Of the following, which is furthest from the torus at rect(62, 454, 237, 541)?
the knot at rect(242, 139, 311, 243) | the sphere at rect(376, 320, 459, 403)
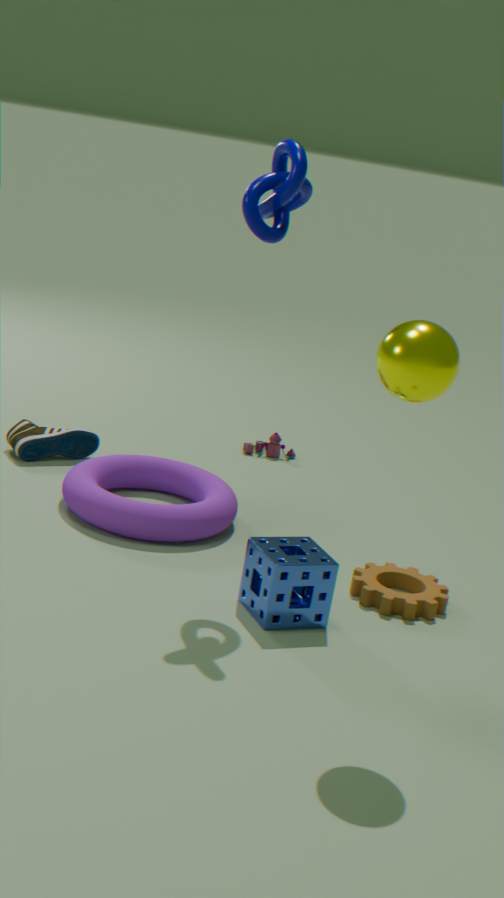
the sphere at rect(376, 320, 459, 403)
